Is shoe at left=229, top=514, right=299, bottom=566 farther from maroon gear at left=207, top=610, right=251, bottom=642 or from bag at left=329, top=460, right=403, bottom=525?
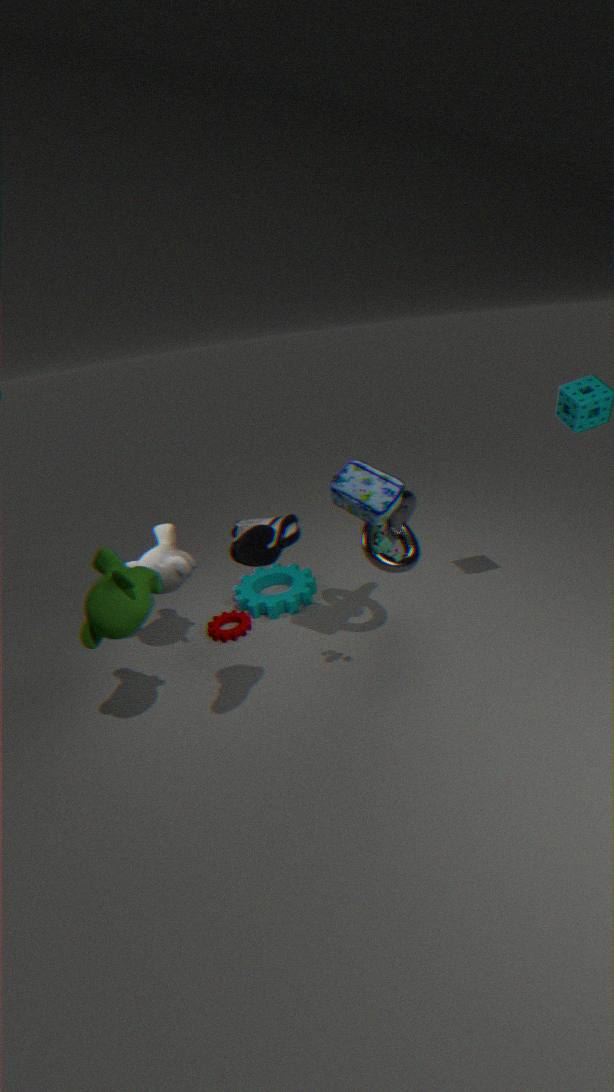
maroon gear at left=207, top=610, right=251, bottom=642
